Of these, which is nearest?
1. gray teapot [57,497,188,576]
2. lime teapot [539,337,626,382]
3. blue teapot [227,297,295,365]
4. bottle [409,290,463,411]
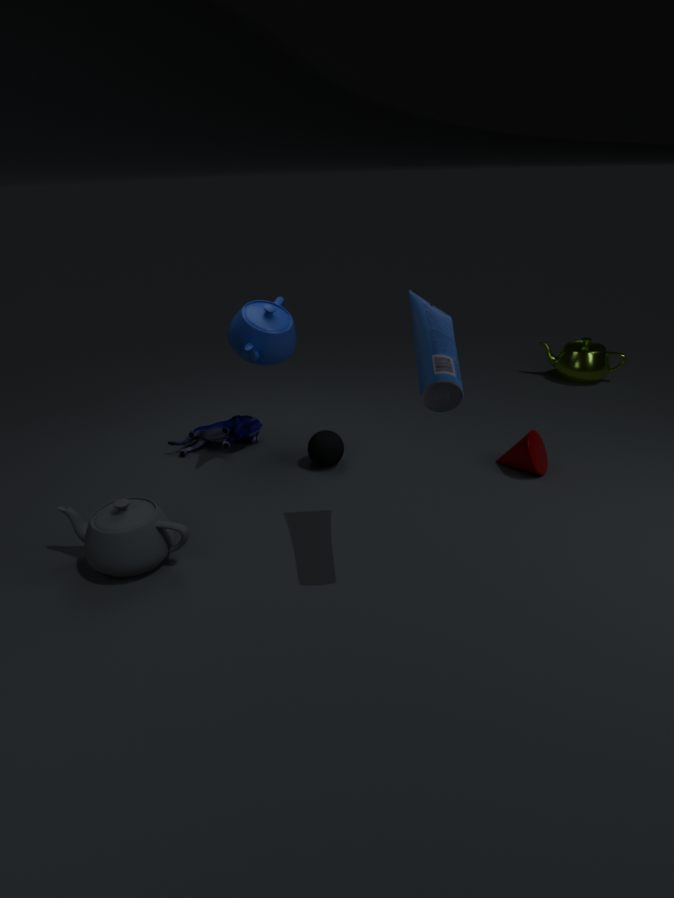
bottle [409,290,463,411]
